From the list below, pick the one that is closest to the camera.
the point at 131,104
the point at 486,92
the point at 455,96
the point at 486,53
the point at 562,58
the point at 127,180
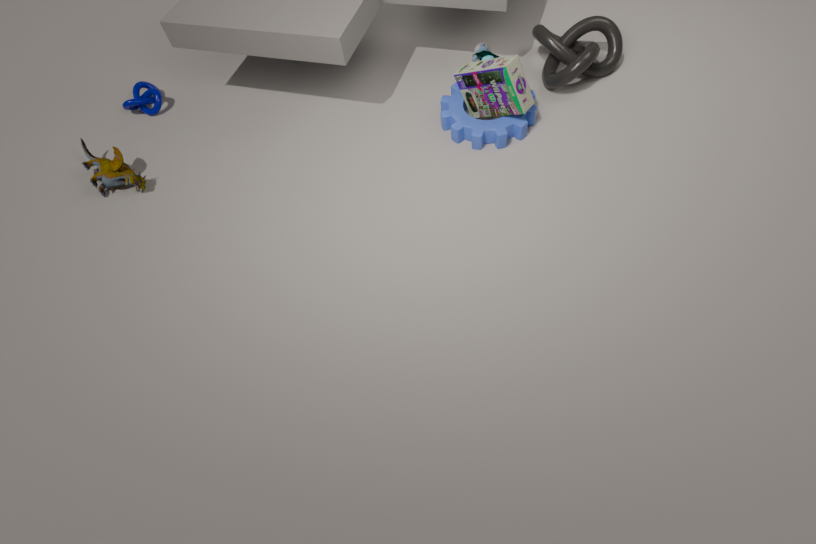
the point at 486,92
